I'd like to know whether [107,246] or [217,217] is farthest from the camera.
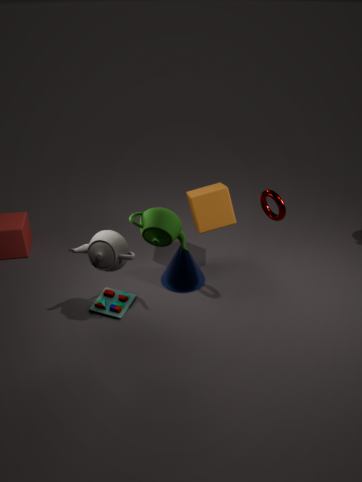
[217,217]
